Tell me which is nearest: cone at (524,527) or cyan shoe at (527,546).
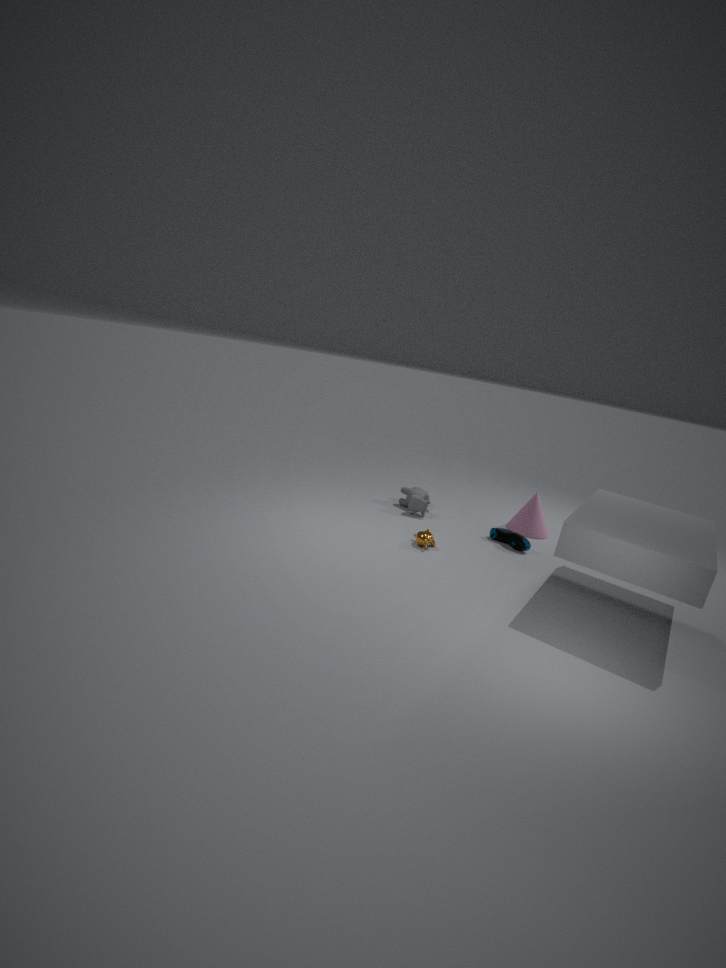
cyan shoe at (527,546)
